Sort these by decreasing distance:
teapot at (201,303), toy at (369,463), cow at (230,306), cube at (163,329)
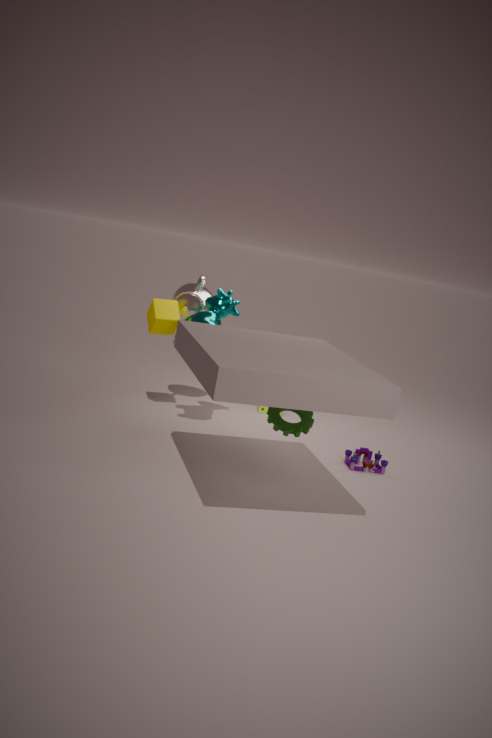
teapot at (201,303), cube at (163,329), cow at (230,306), toy at (369,463)
